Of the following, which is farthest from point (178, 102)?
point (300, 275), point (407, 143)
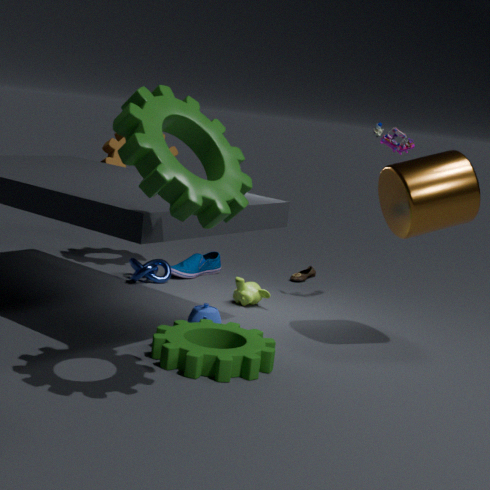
point (300, 275)
